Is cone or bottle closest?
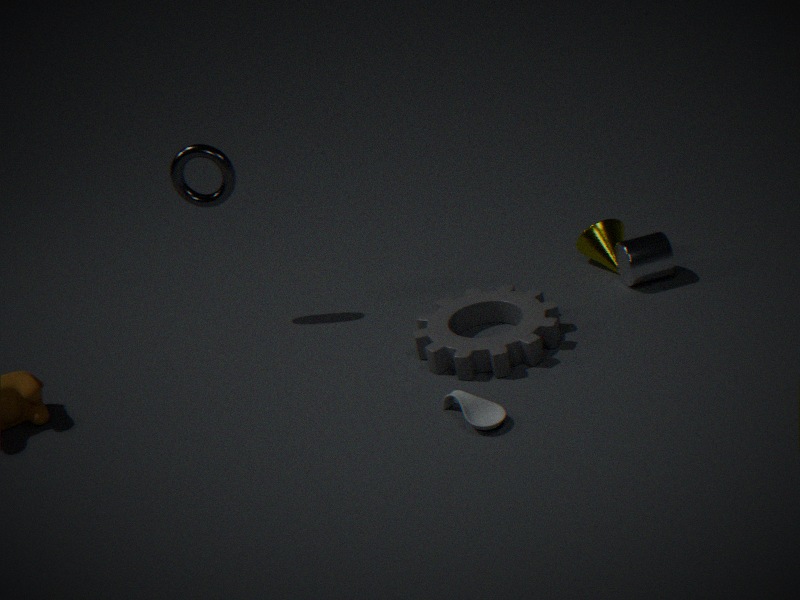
bottle
